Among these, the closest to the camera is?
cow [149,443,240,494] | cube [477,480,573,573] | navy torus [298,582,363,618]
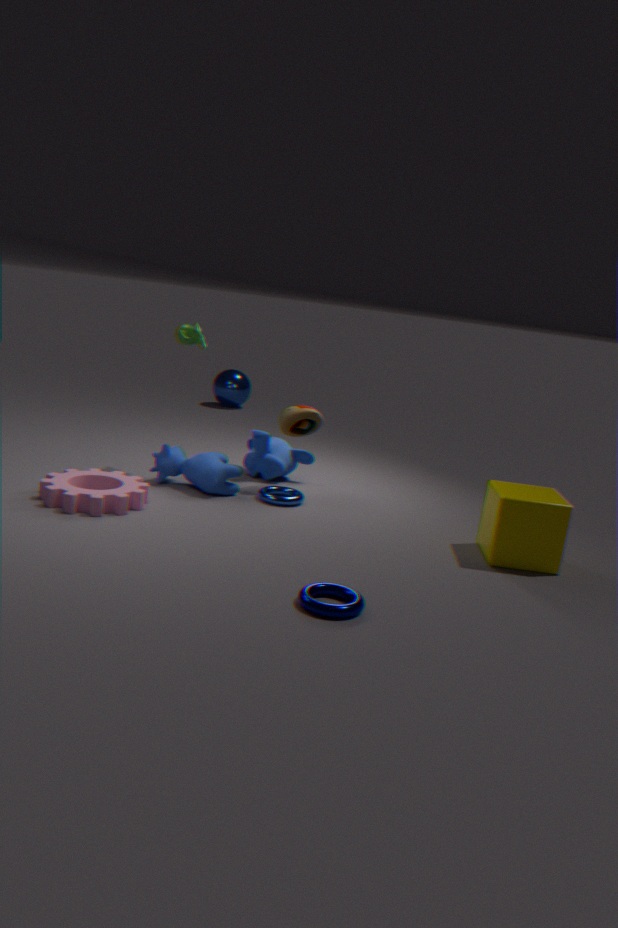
navy torus [298,582,363,618]
